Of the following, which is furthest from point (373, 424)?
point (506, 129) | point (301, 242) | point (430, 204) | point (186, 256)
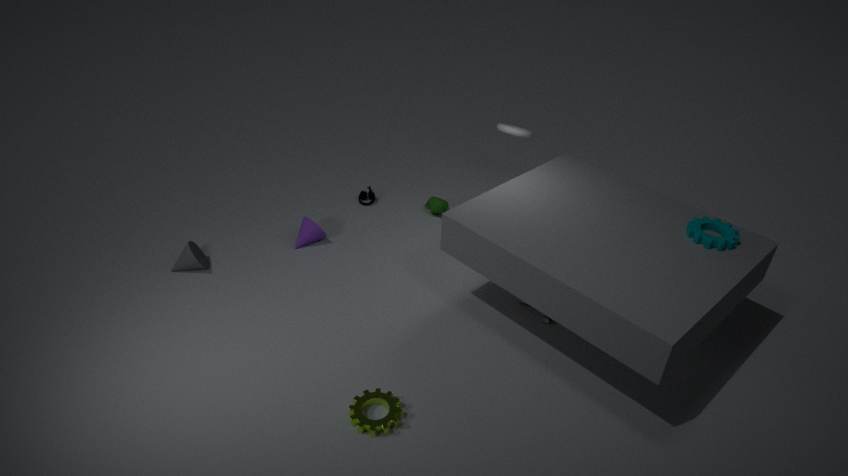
point (506, 129)
